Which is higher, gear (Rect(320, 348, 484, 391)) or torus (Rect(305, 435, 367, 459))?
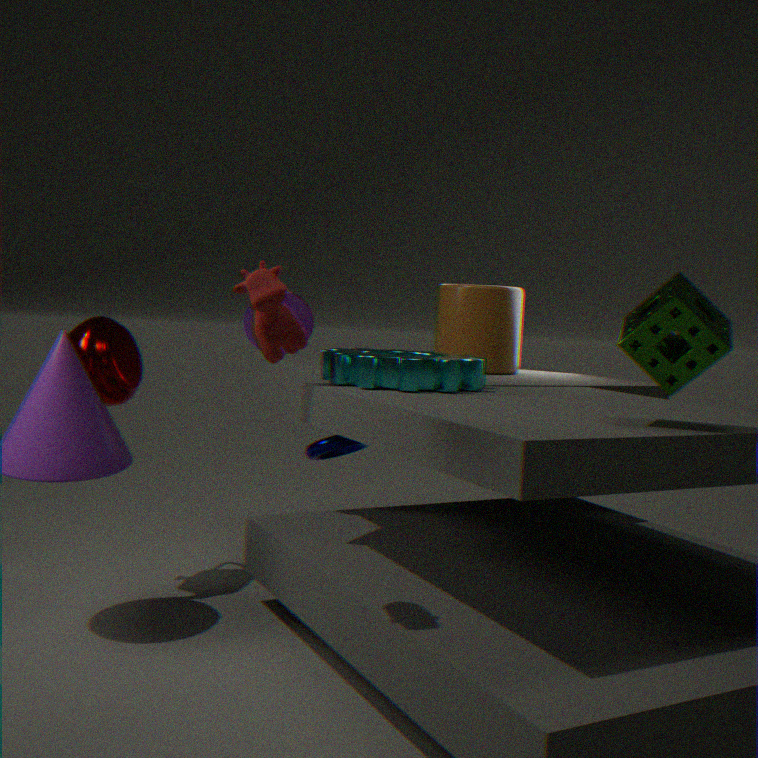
gear (Rect(320, 348, 484, 391))
